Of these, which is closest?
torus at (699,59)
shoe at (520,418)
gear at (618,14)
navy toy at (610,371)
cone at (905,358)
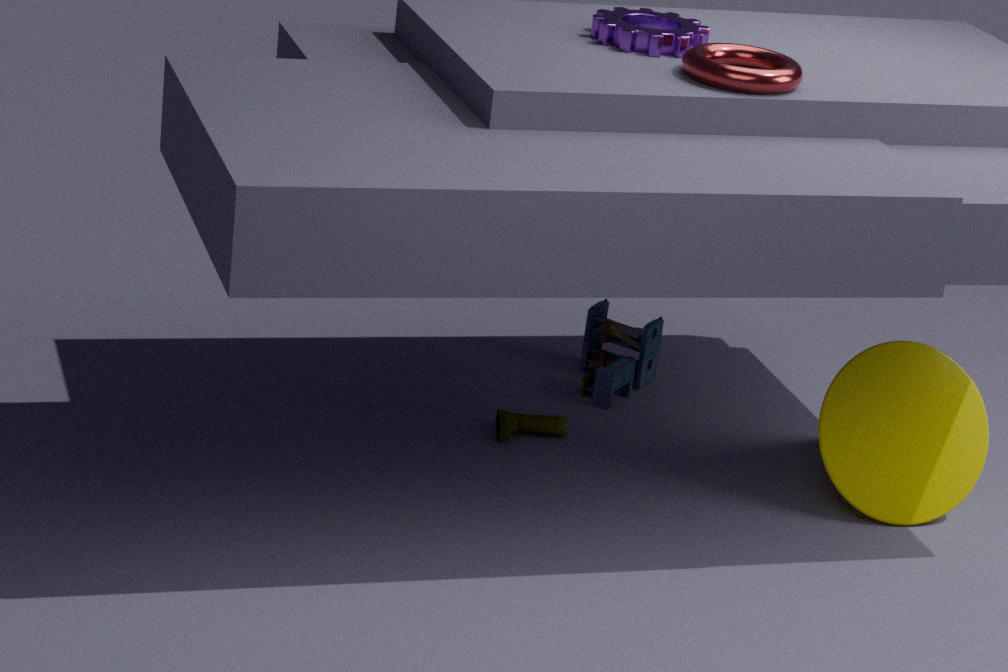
torus at (699,59)
